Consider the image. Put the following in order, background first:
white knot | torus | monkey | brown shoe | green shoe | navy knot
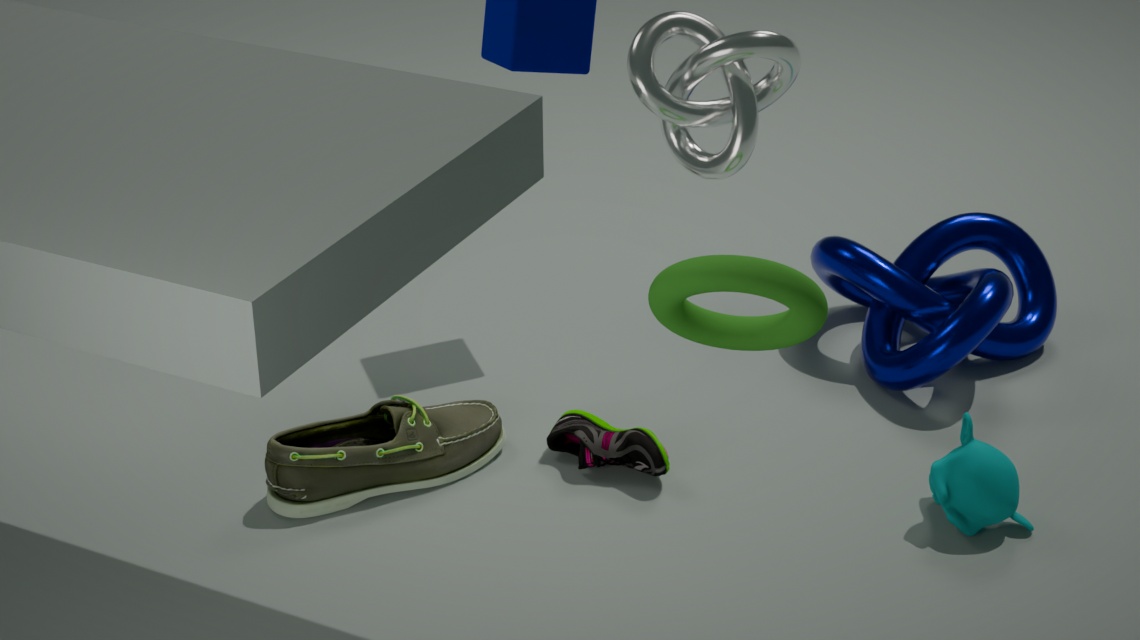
navy knot
brown shoe
green shoe
monkey
white knot
torus
